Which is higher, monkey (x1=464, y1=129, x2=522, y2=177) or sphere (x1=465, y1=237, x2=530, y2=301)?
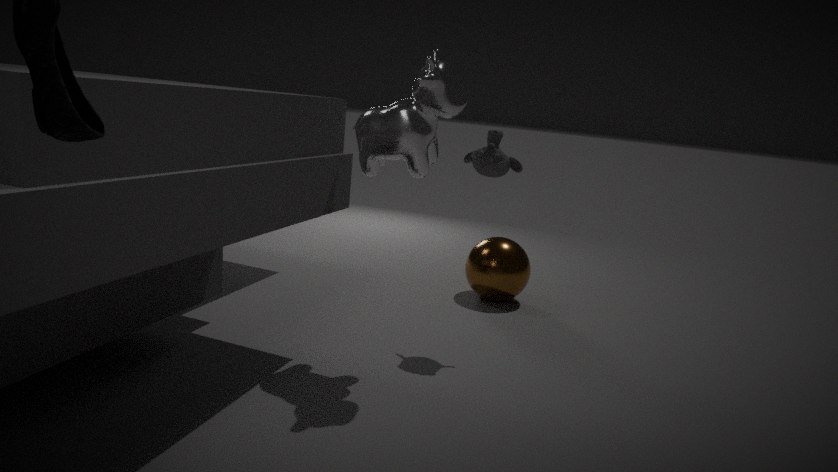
monkey (x1=464, y1=129, x2=522, y2=177)
